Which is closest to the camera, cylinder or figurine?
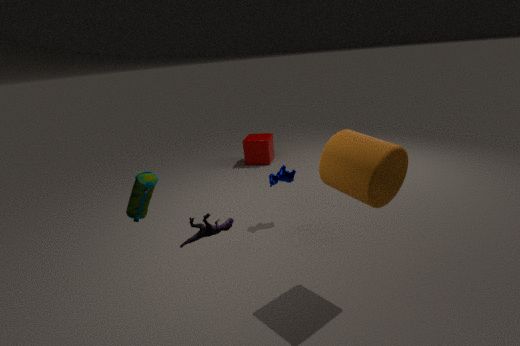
figurine
